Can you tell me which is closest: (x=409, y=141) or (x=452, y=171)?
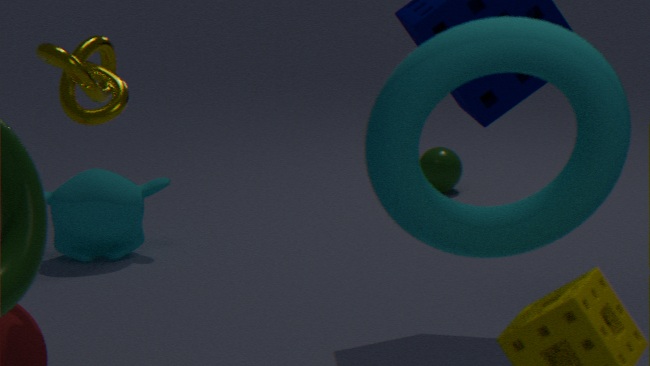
(x=409, y=141)
